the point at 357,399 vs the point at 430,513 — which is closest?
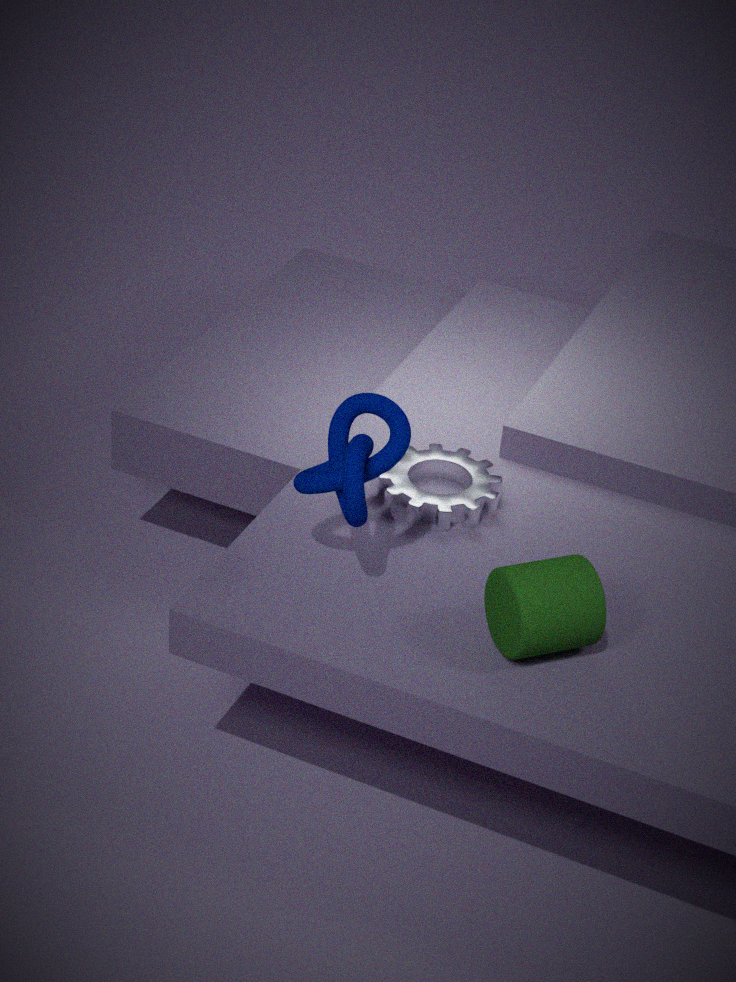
the point at 357,399
